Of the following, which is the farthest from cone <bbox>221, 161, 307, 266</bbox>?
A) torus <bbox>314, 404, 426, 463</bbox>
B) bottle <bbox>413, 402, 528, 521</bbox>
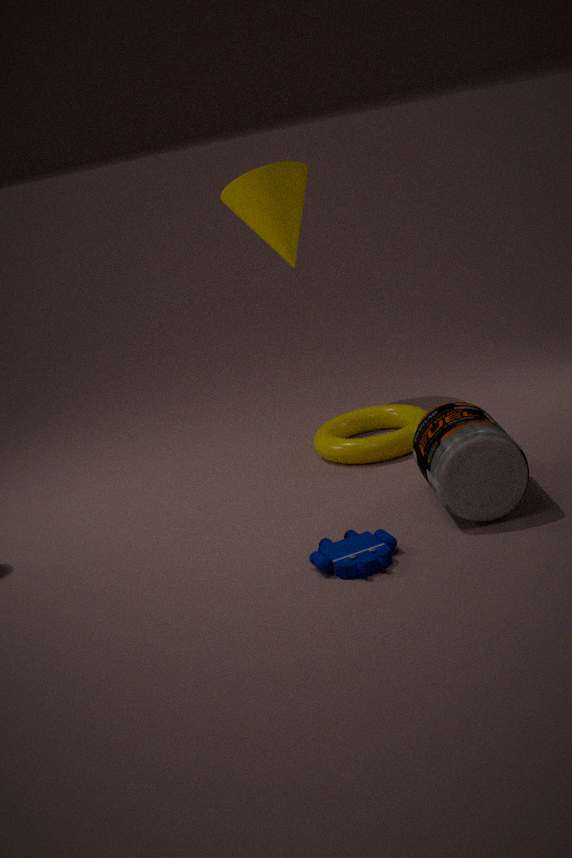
bottle <bbox>413, 402, 528, 521</bbox>
